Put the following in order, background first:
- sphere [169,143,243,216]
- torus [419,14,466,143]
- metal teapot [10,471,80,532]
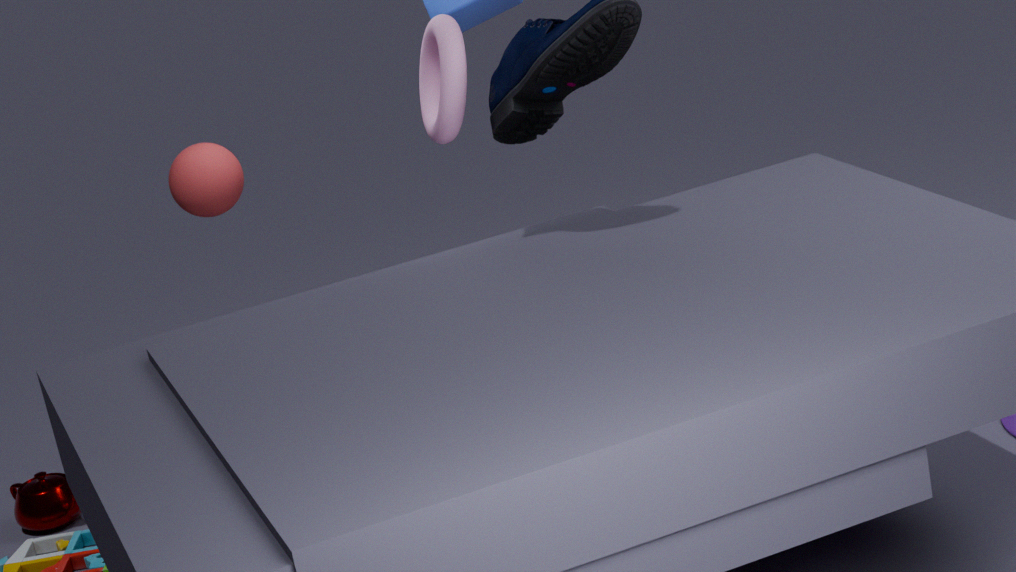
sphere [169,143,243,216], metal teapot [10,471,80,532], torus [419,14,466,143]
